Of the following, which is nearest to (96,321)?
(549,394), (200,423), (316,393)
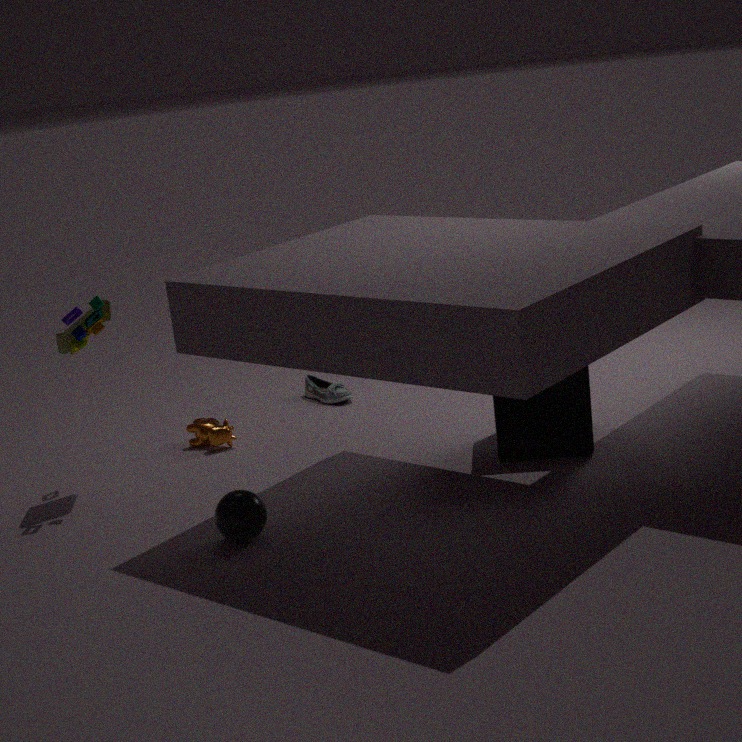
(200,423)
